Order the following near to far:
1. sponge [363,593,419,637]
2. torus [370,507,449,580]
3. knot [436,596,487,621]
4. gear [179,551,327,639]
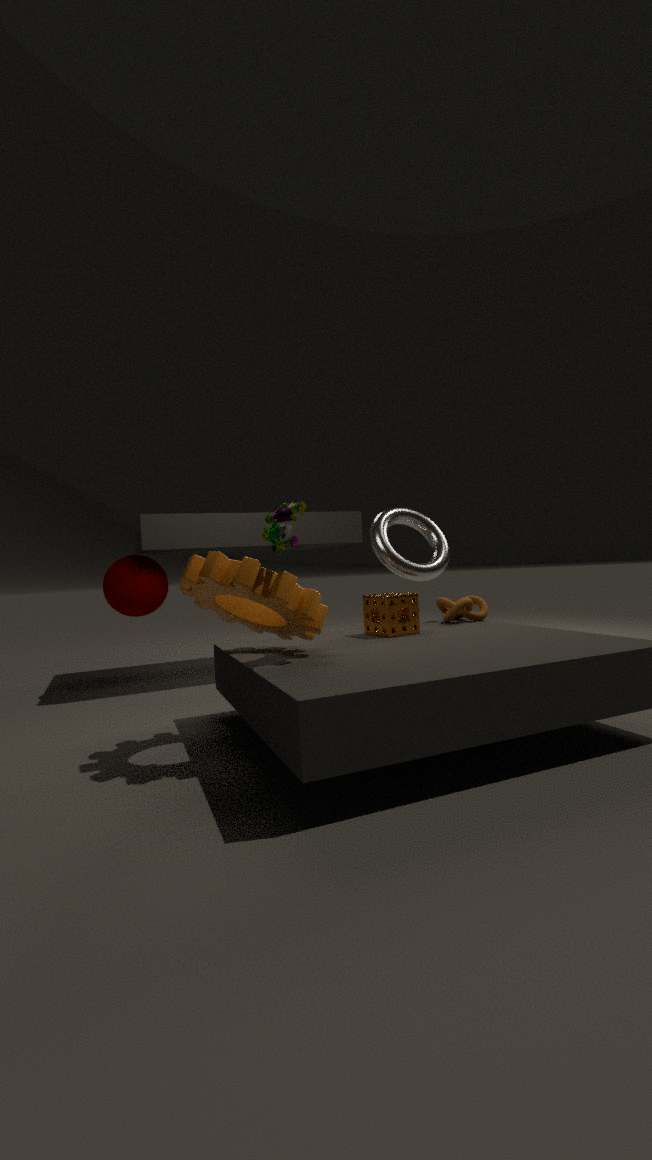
gear [179,551,327,639] < sponge [363,593,419,637] < knot [436,596,487,621] < torus [370,507,449,580]
